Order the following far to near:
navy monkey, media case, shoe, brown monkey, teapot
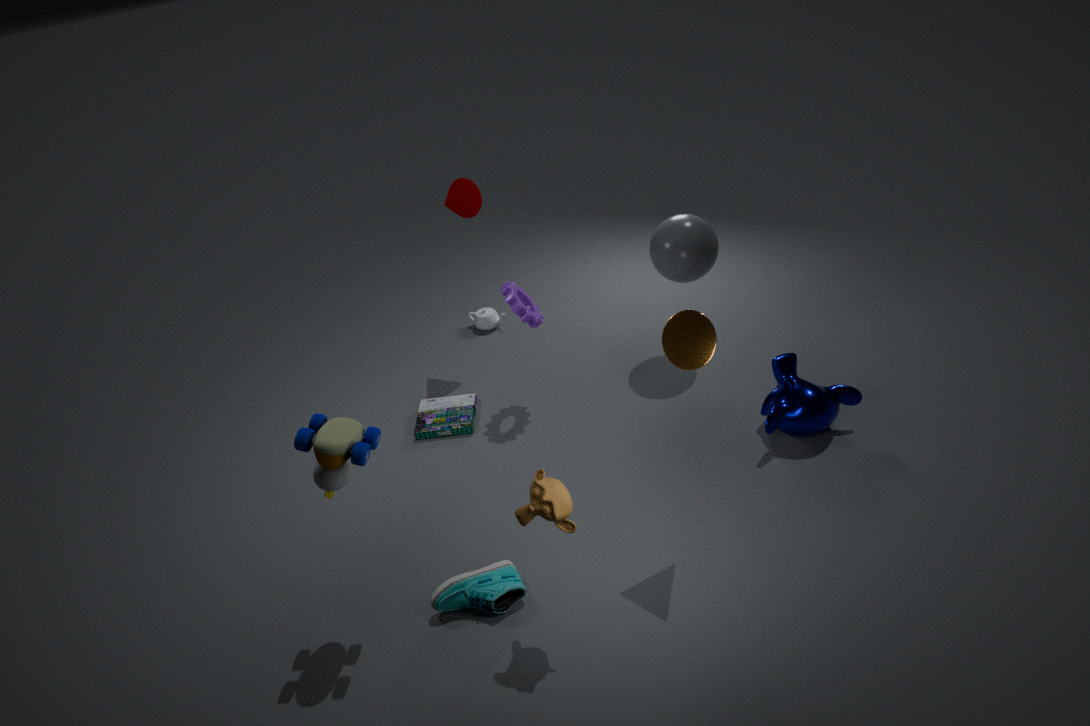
teapot → media case → navy monkey → shoe → brown monkey
